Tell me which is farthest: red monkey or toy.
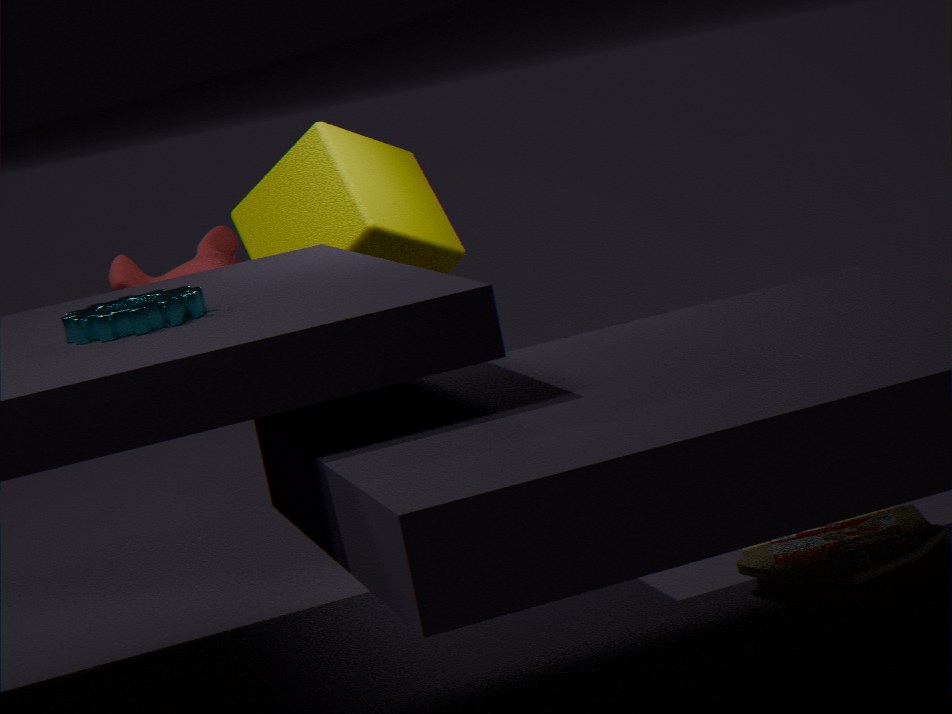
red monkey
